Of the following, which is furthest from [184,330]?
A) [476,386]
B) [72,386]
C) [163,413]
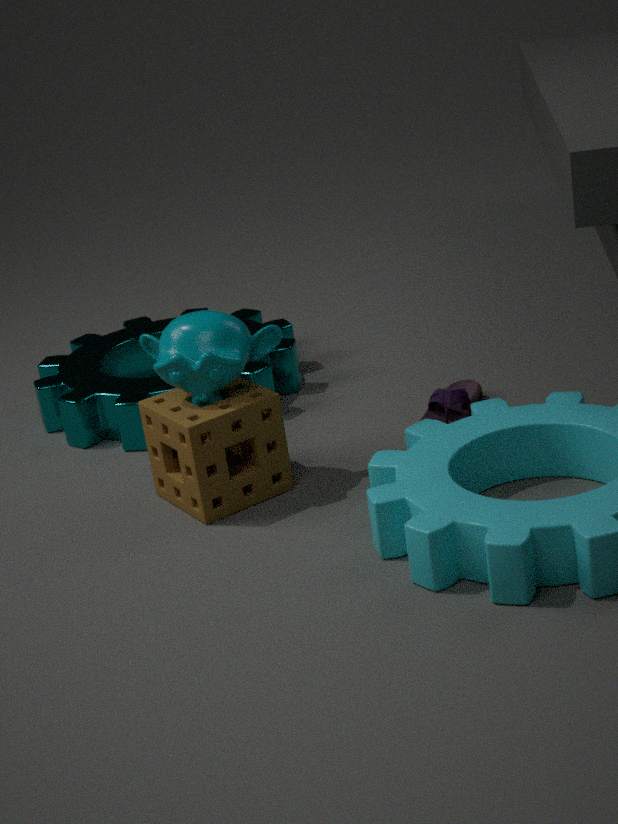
[72,386]
